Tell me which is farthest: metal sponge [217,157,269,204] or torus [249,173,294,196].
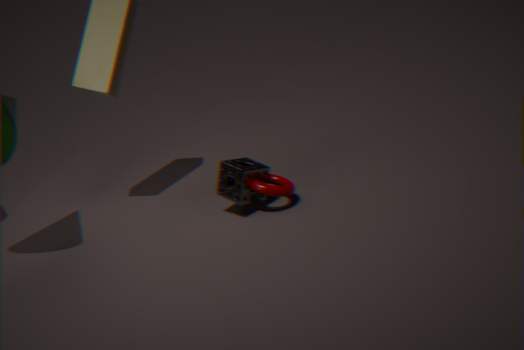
metal sponge [217,157,269,204]
